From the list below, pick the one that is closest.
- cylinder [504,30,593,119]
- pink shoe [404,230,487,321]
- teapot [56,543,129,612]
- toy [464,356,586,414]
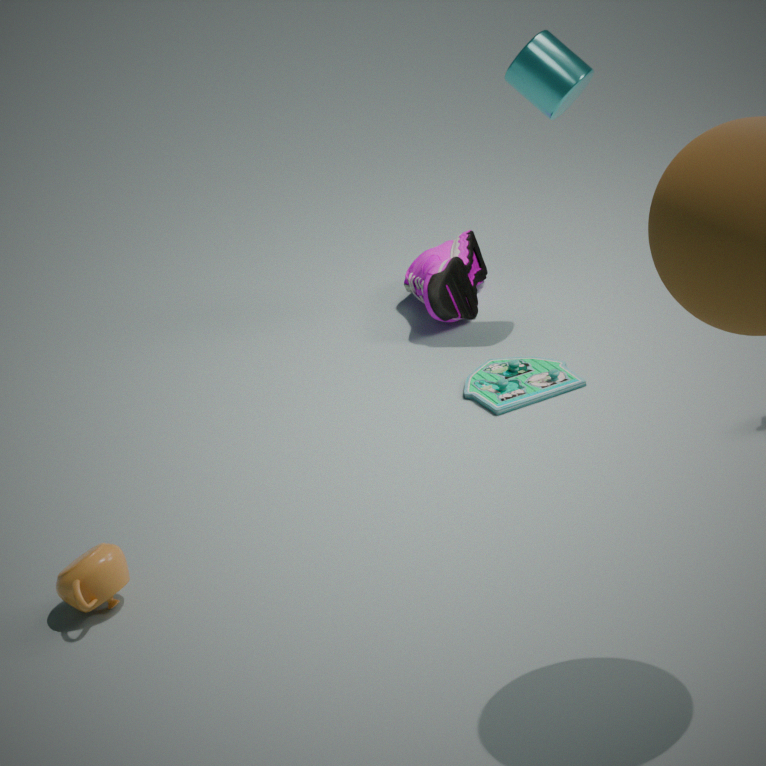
teapot [56,543,129,612]
